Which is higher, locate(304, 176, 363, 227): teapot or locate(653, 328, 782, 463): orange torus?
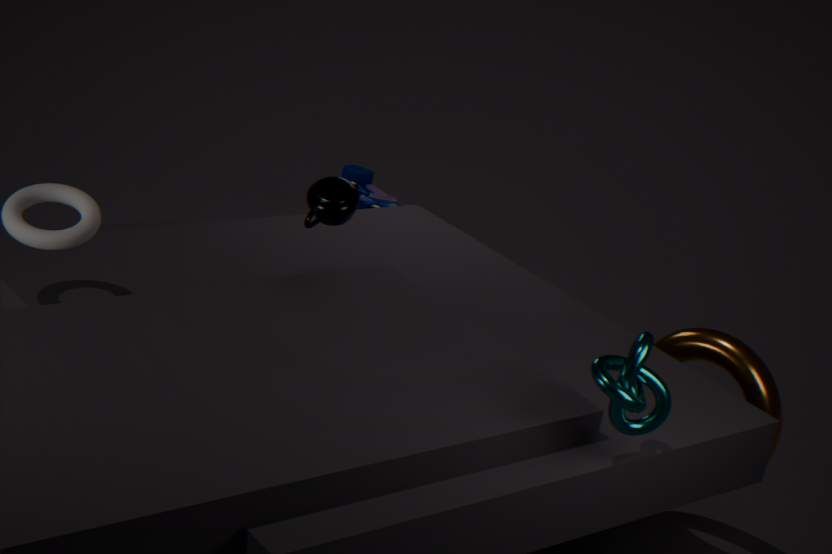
locate(304, 176, 363, 227): teapot
